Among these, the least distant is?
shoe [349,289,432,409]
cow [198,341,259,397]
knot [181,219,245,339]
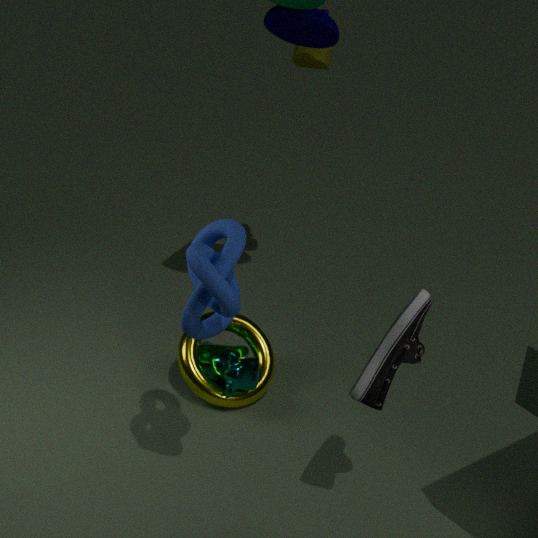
knot [181,219,245,339]
